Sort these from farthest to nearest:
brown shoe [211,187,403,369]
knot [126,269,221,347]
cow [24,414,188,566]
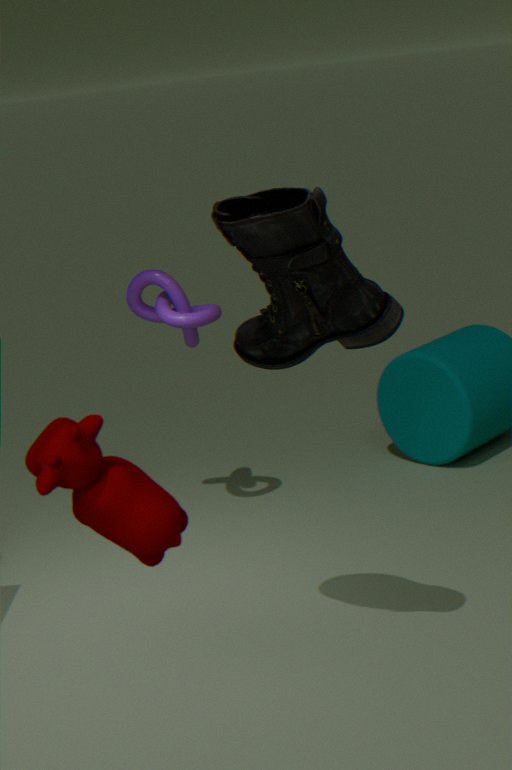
knot [126,269,221,347], brown shoe [211,187,403,369], cow [24,414,188,566]
